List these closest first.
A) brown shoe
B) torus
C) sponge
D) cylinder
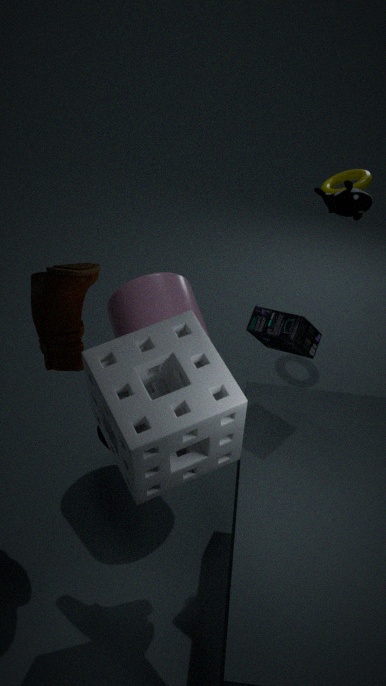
1. sponge
2. brown shoe
3. cylinder
4. torus
